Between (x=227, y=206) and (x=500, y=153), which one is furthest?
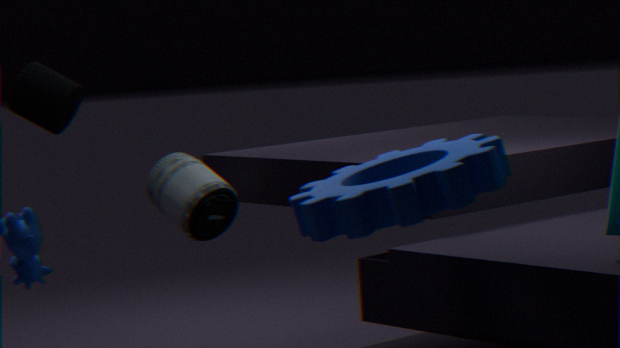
(x=227, y=206)
